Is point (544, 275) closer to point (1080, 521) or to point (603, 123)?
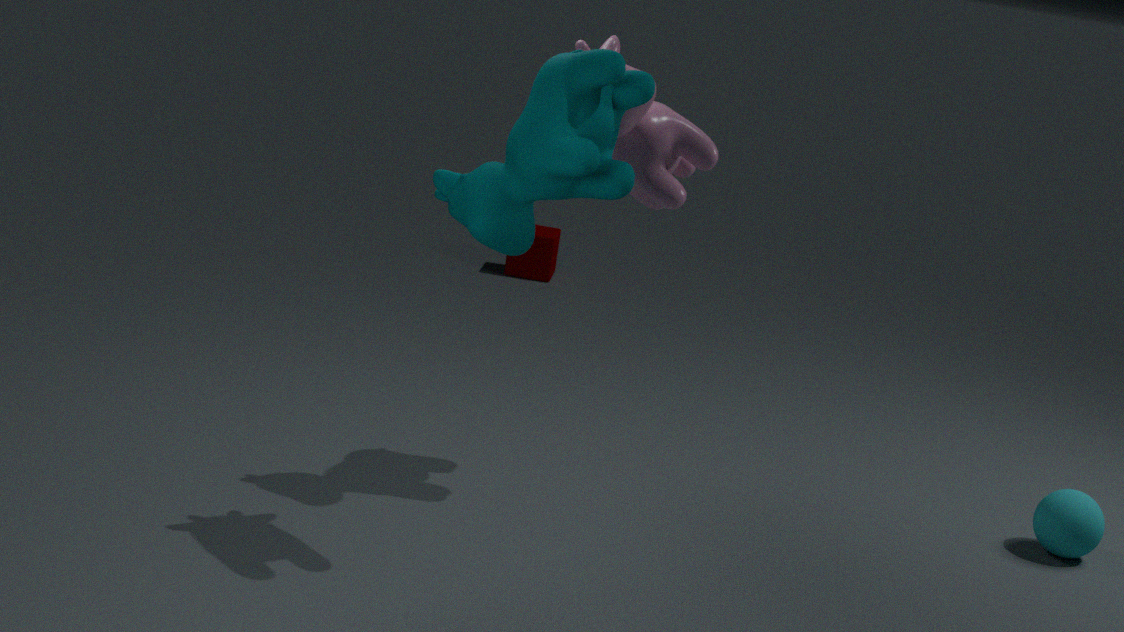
point (1080, 521)
